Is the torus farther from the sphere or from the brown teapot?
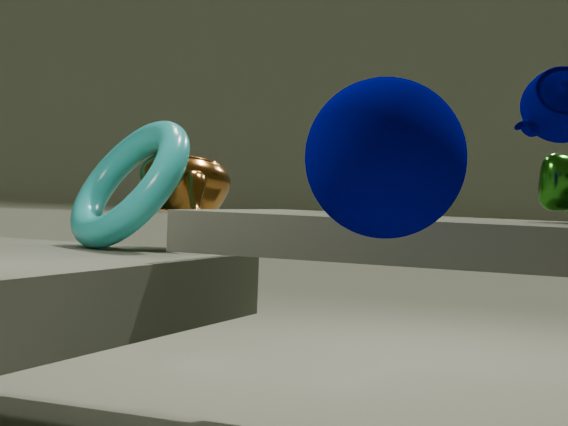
the sphere
